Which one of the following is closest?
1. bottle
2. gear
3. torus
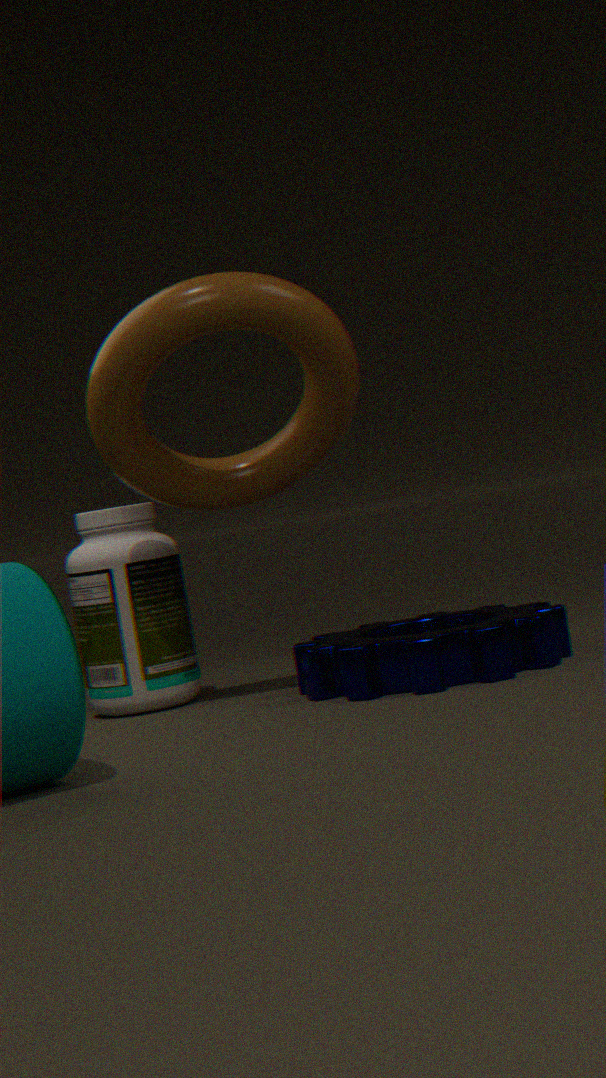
torus
